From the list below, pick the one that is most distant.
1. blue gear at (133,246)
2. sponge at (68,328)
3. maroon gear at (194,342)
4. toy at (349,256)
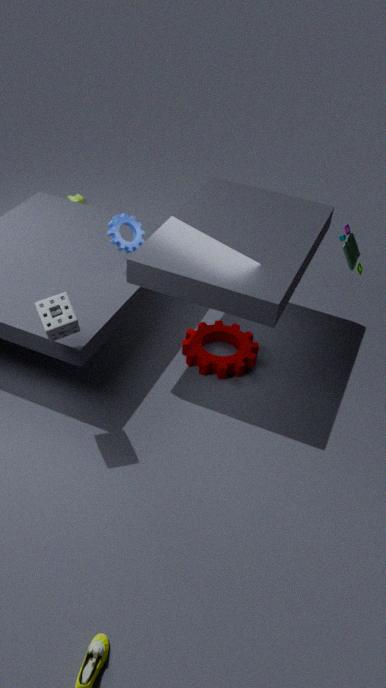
maroon gear at (194,342)
